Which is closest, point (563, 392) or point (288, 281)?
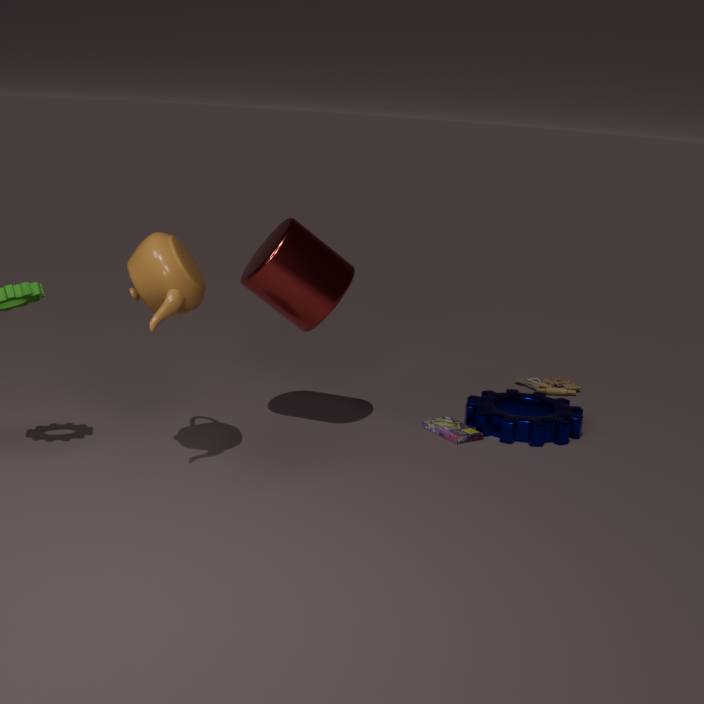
point (288, 281)
